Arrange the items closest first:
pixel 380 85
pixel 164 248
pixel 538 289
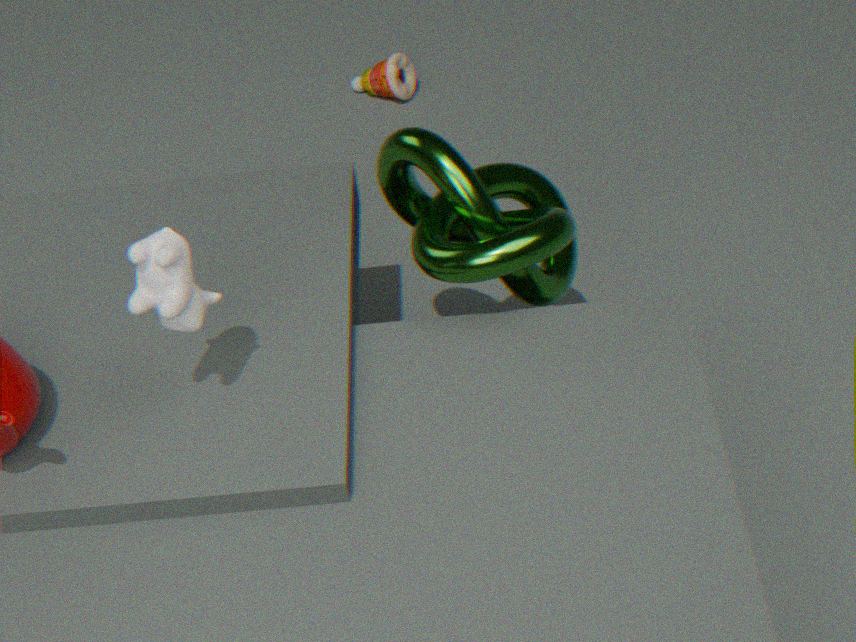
1. pixel 164 248
2. pixel 538 289
3. pixel 380 85
